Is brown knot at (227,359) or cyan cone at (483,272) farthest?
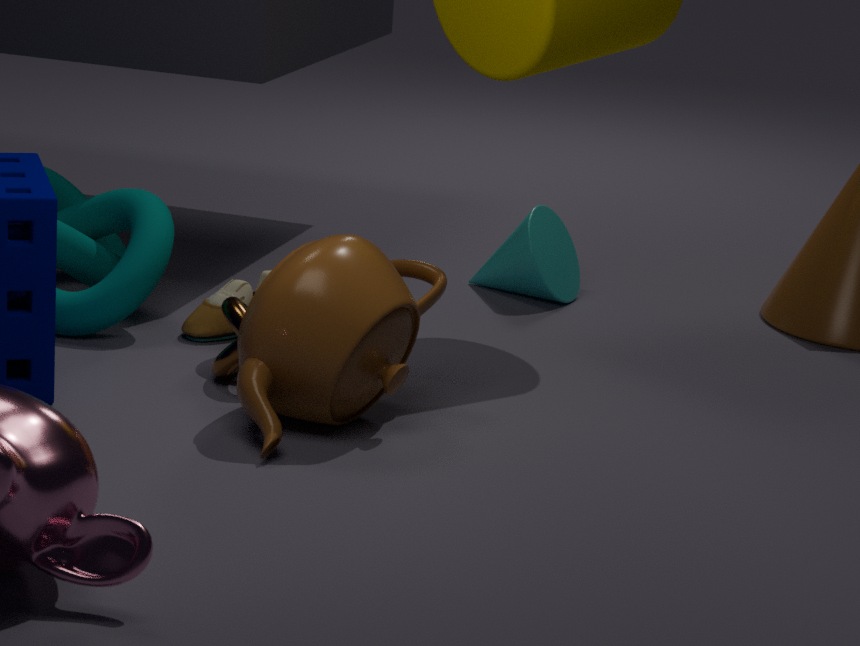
cyan cone at (483,272)
